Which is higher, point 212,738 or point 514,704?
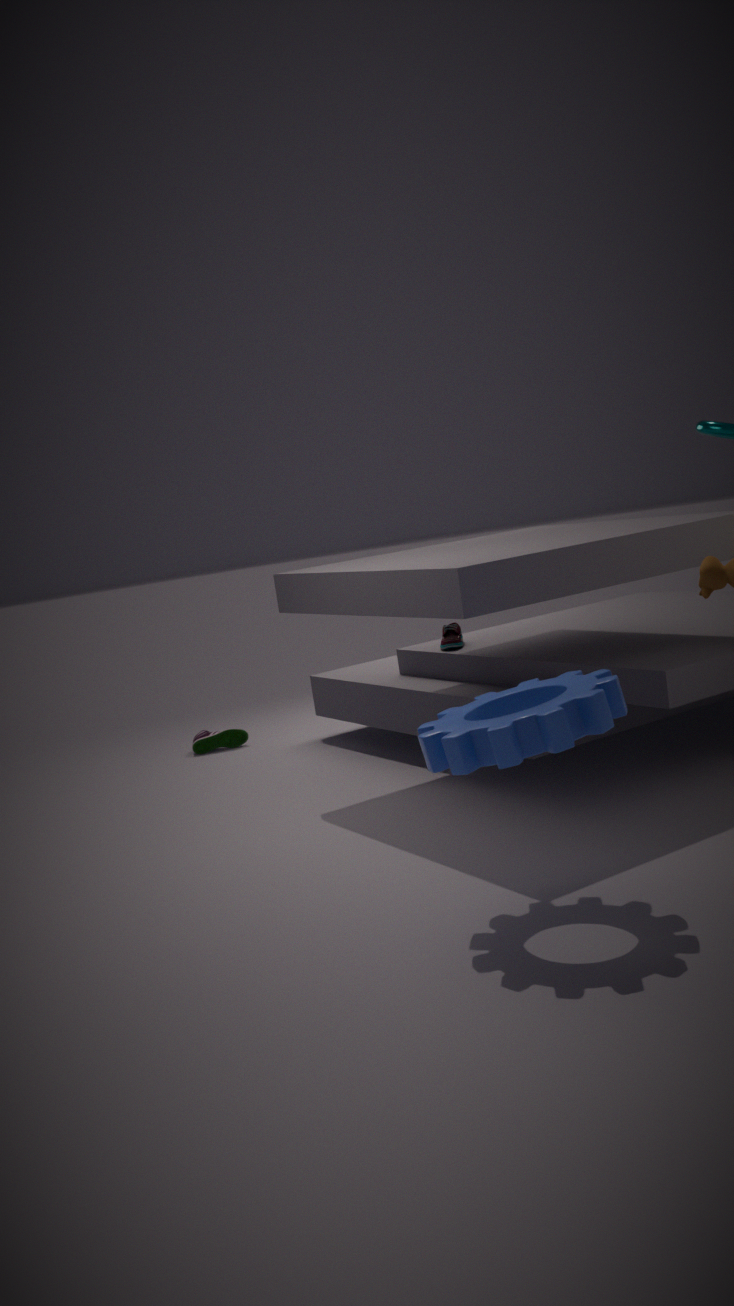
point 514,704
